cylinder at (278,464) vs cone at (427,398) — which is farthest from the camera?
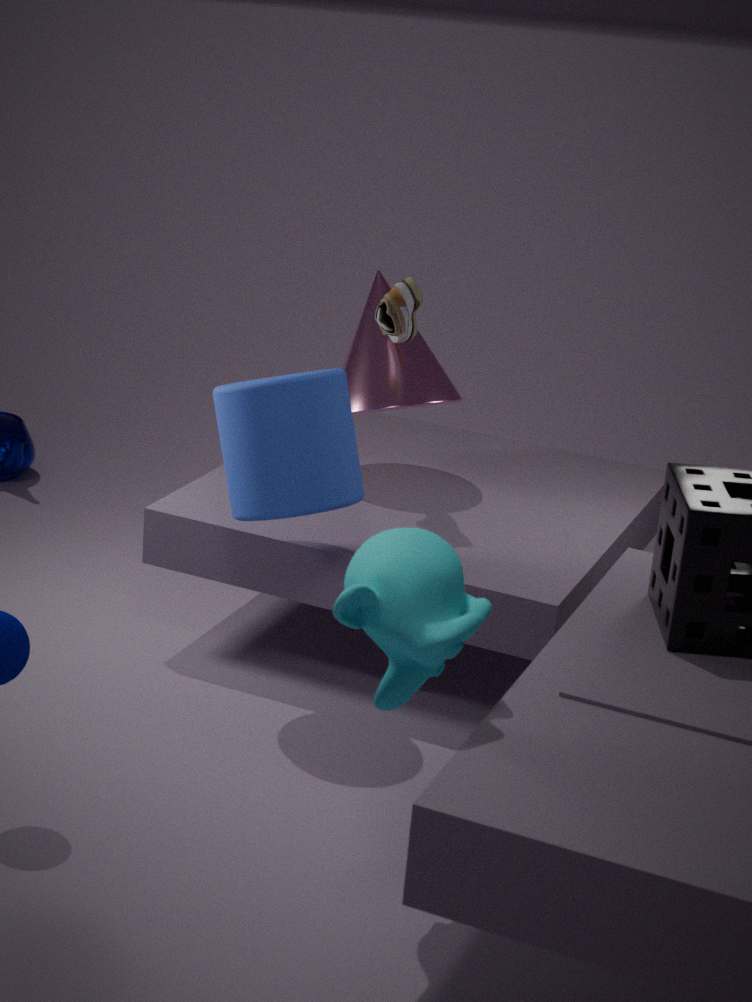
cone at (427,398)
